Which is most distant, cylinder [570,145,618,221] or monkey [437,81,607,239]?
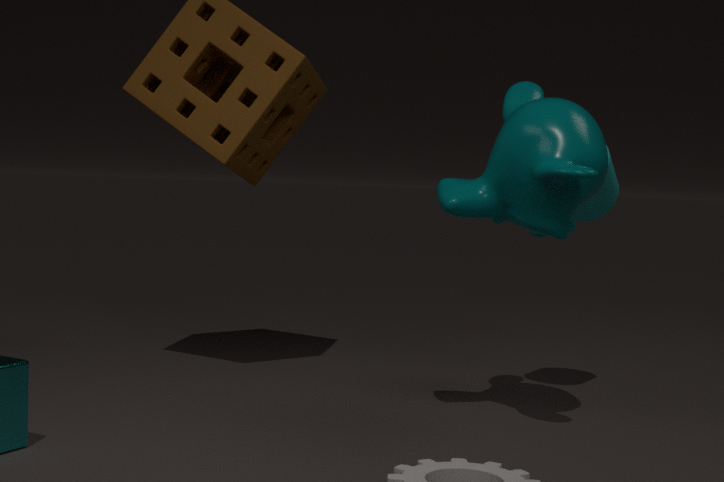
cylinder [570,145,618,221]
